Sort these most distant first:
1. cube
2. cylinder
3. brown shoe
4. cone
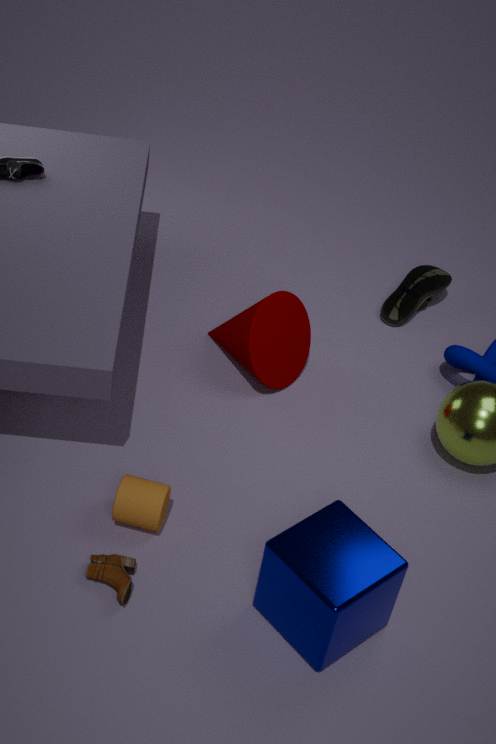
cone < cylinder < brown shoe < cube
